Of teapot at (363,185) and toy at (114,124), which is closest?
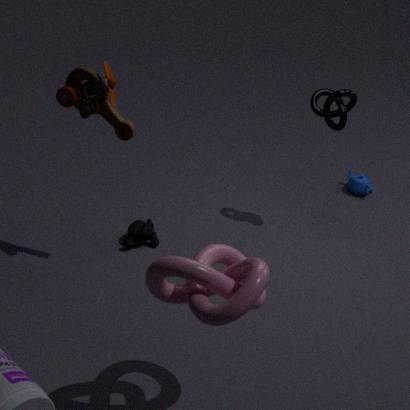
toy at (114,124)
